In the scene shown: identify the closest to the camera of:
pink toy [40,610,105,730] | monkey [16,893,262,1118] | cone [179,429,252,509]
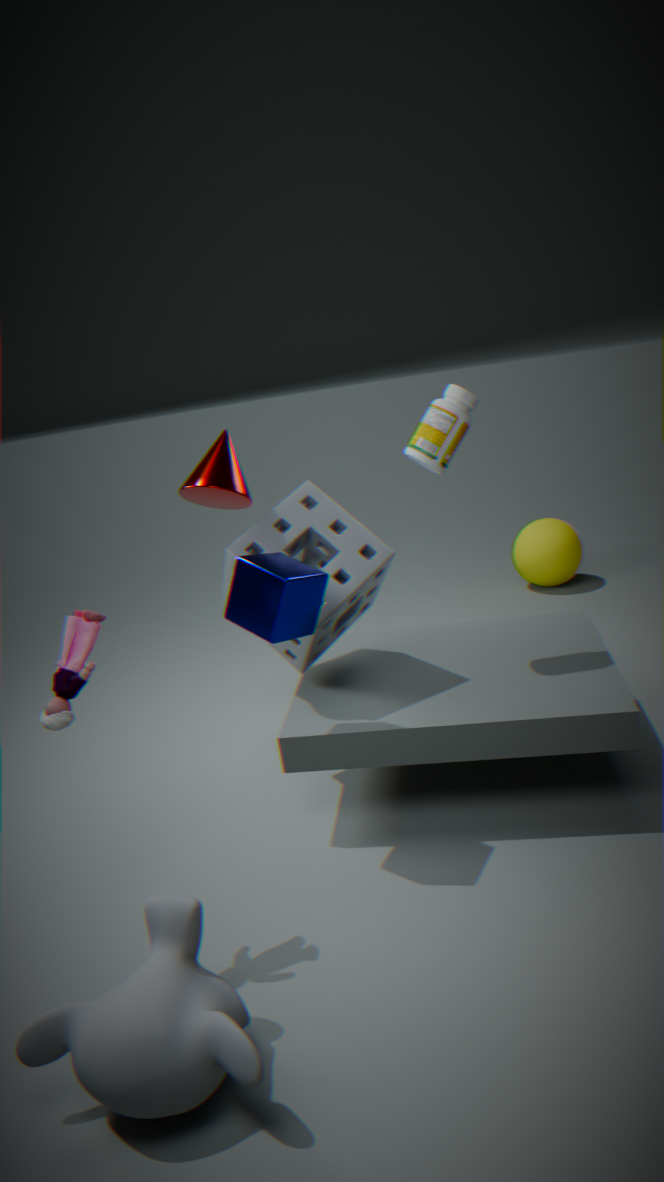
monkey [16,893,262,1118]
